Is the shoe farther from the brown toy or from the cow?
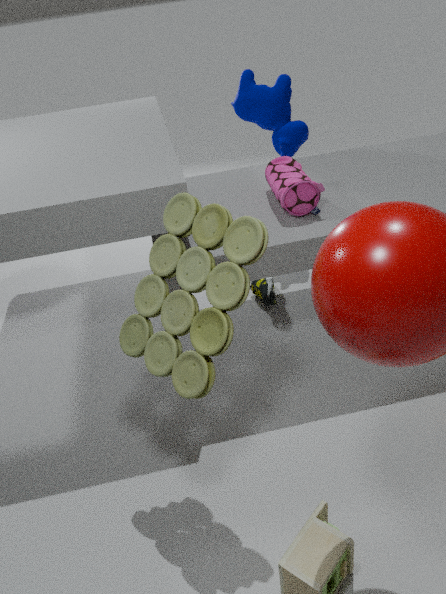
the brown toy
